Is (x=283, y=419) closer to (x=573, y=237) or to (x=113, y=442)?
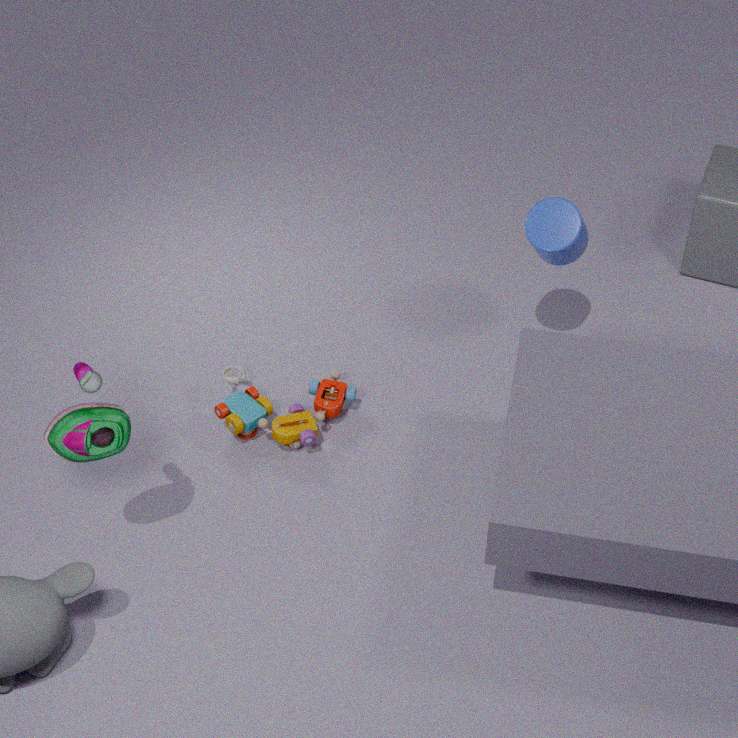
(x=113, y=442)
